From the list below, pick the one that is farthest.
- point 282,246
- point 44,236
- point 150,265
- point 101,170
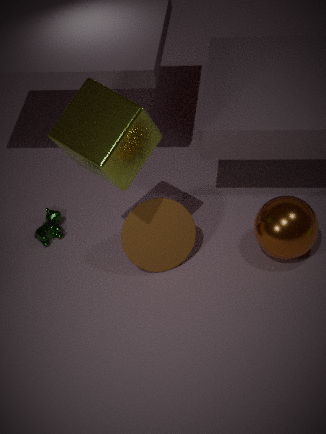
point 44,236
